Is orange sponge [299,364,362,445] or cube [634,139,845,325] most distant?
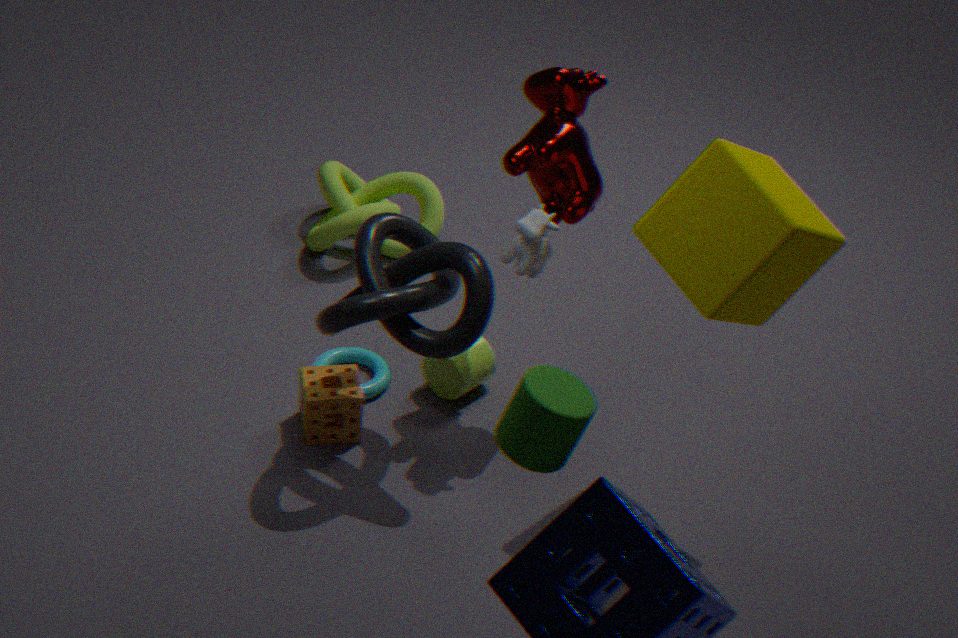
orange sponge [299,364,362,445]
